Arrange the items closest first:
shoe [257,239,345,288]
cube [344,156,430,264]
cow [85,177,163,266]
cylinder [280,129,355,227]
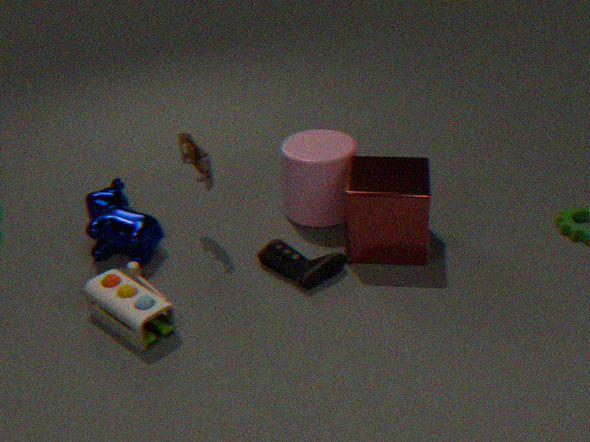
cube [344,156,430,264]
shoe [257,239,345,288]
cow [85,177,163,266]
cylinder [280,129,355,227]
